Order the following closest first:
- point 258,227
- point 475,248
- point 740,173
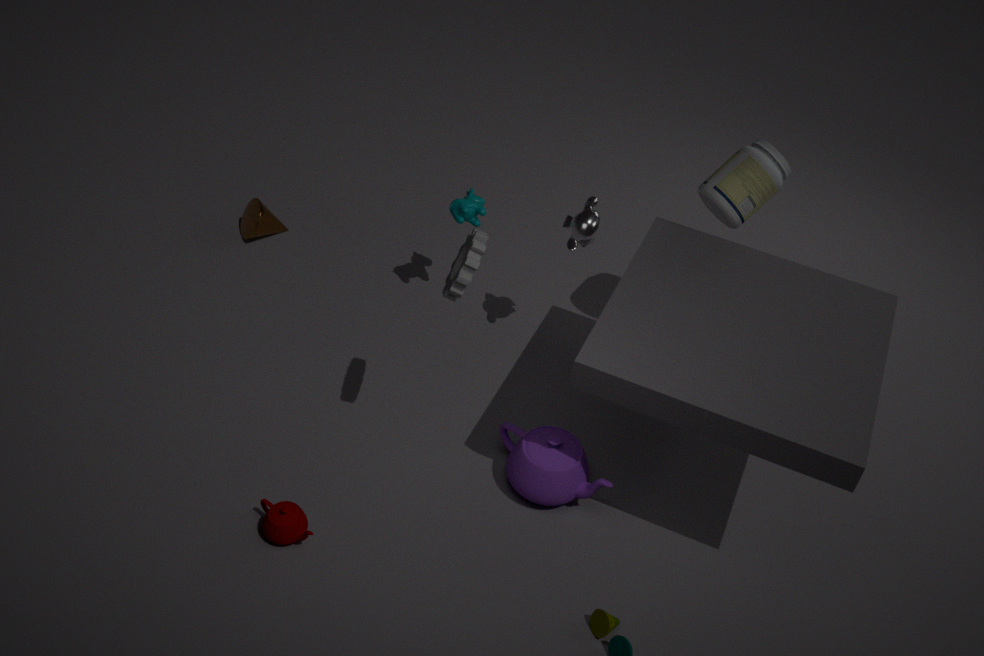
point 475,248 < point 740,173 < point 258,227
